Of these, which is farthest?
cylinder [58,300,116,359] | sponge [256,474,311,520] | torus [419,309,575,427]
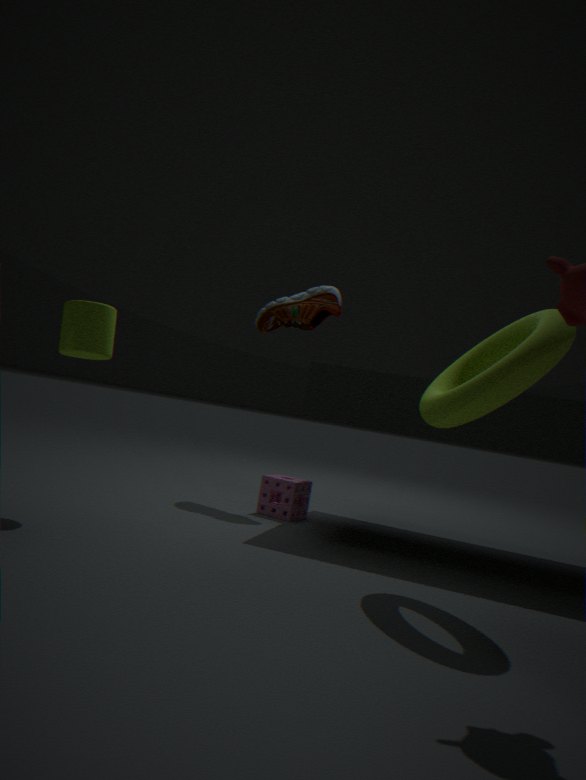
sponge [256,474,311,520]
